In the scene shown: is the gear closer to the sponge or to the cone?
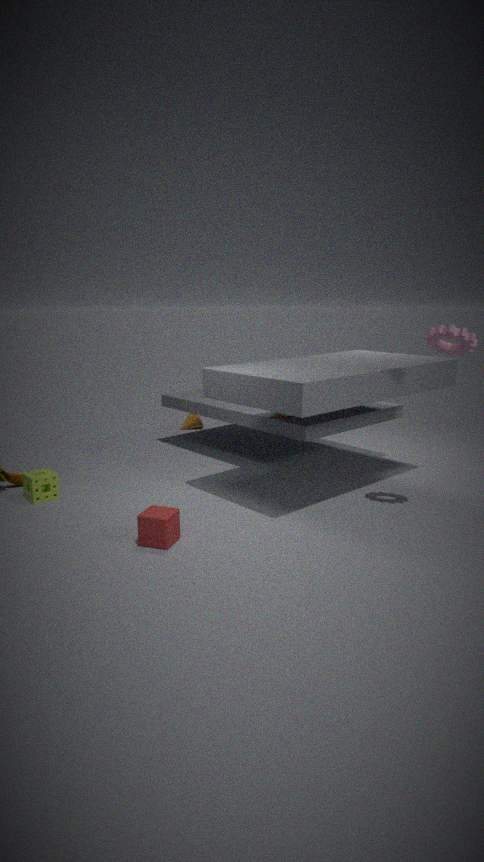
the sponge
